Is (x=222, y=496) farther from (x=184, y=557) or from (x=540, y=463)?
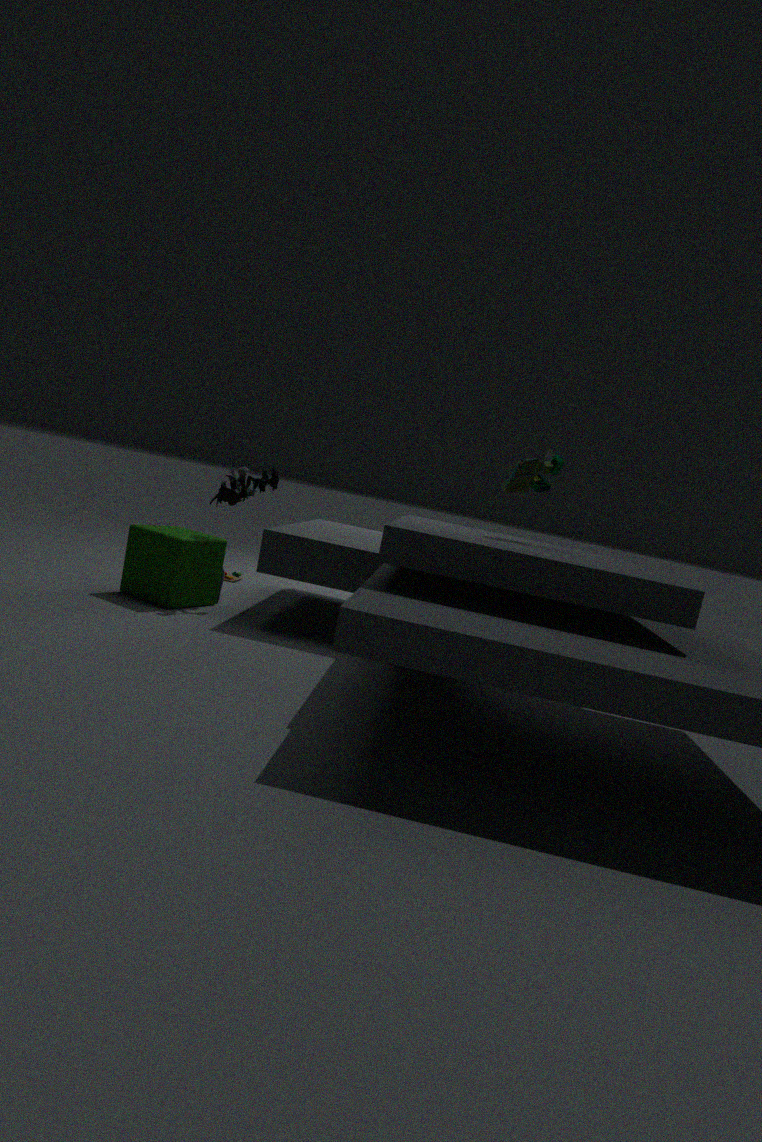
(x=540, y=463)
